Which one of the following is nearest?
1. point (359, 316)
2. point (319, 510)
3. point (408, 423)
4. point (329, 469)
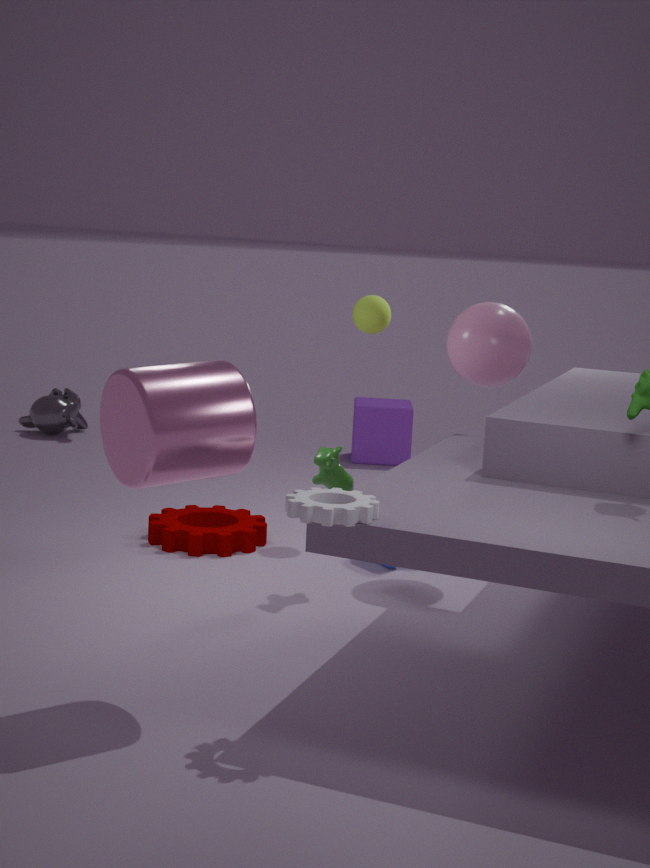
point (319, 510)
